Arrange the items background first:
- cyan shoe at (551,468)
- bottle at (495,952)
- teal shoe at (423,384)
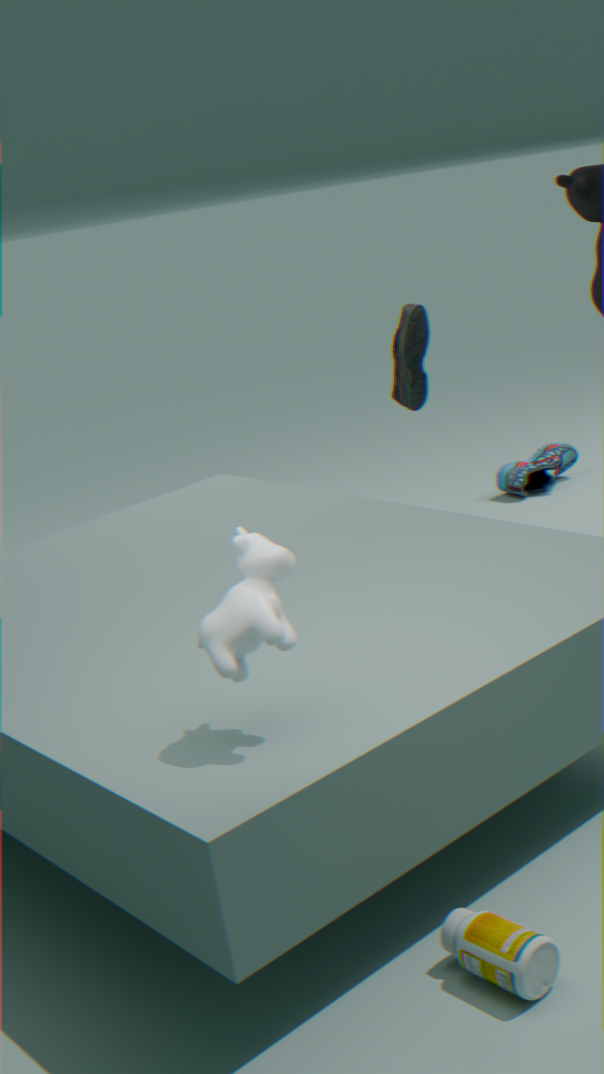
cyan shoe at (551,468) < teal shoe at (423,384) < bottle at (495,952)
